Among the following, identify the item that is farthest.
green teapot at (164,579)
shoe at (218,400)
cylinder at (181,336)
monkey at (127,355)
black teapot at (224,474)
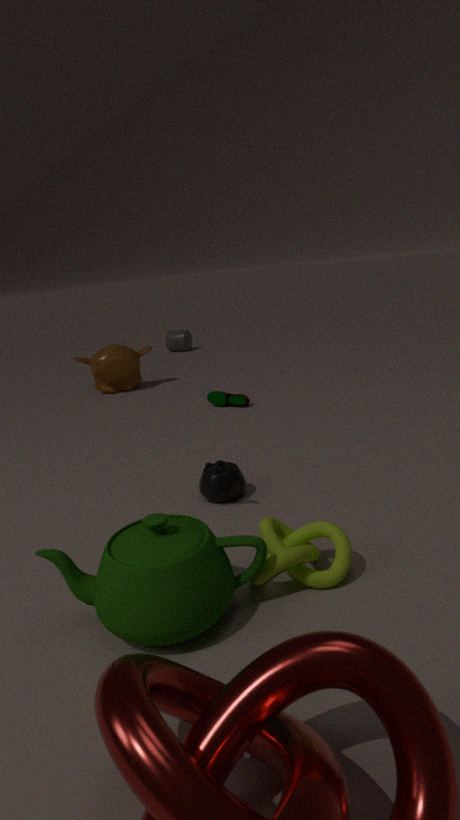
cylinder at (181,336)
